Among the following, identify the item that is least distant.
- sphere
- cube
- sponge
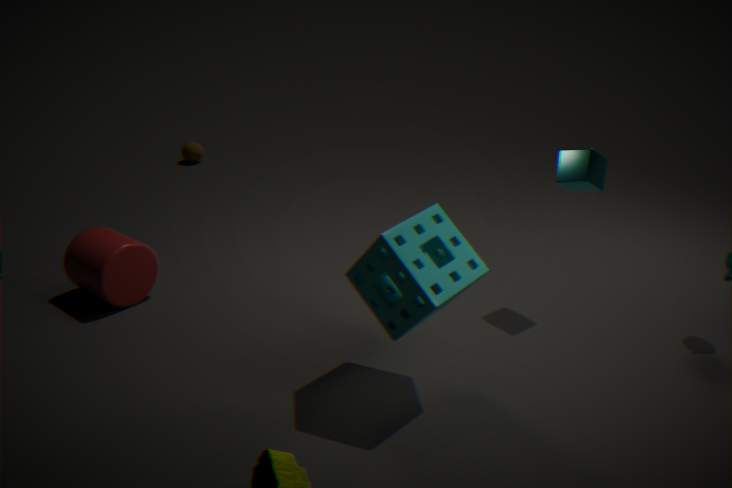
sponge
